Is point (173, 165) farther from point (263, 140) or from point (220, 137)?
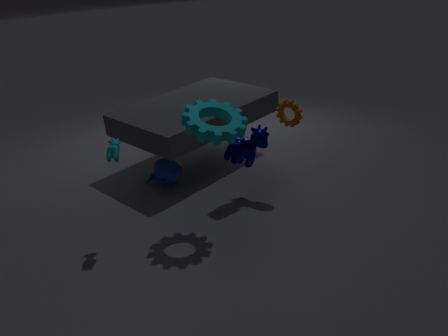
point (220, 137)
